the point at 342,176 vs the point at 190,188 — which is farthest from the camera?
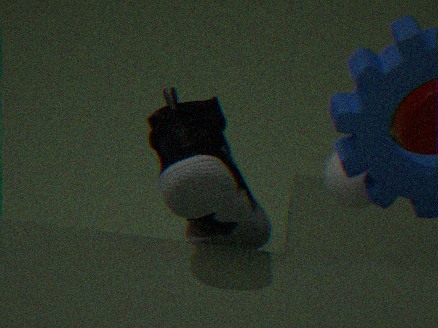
the point at 342,176
